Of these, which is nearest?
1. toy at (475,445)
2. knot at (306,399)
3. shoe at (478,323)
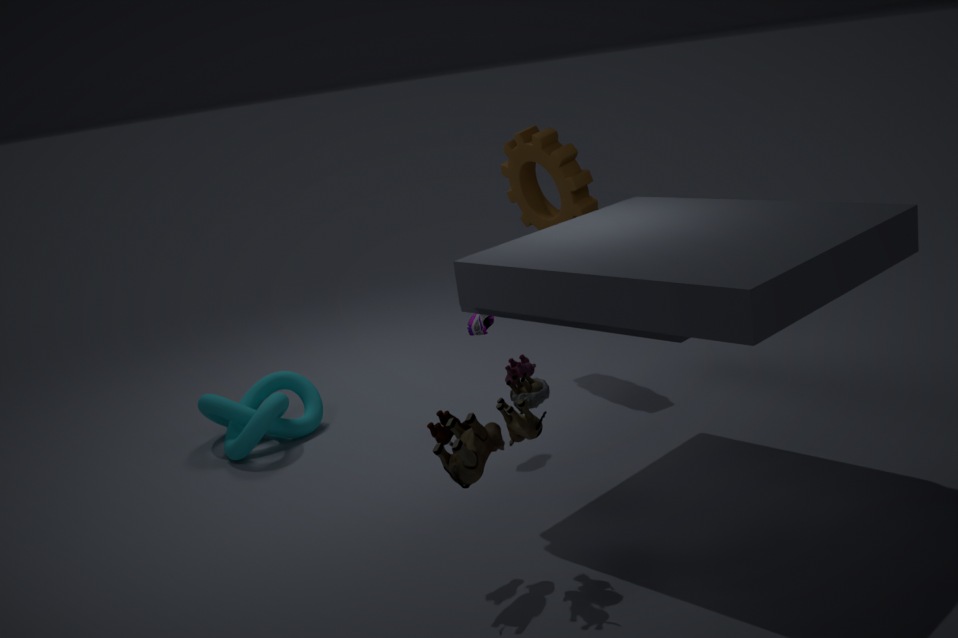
toy at (475,445)
